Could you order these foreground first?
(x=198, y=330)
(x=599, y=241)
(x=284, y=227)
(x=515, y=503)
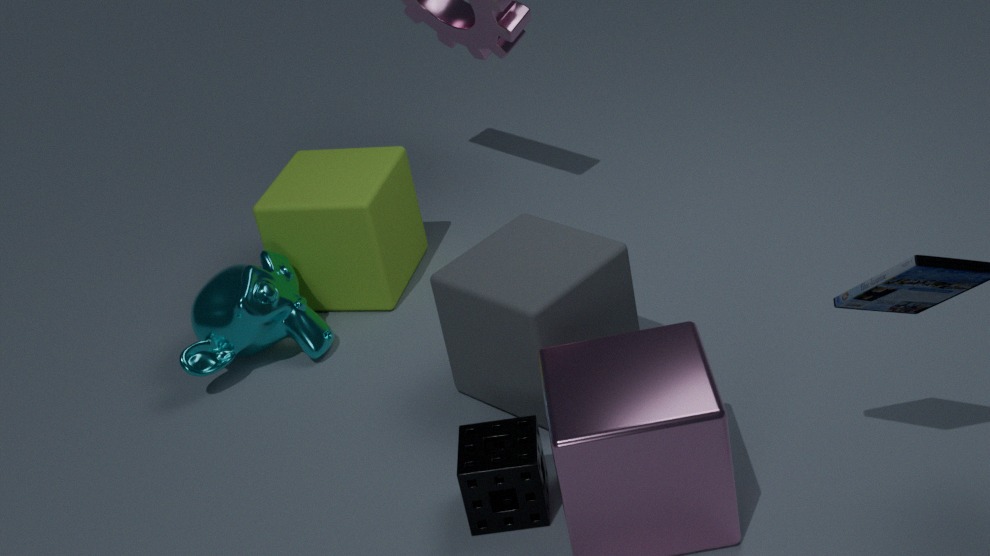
1. (x=515, y=503)
2. (x=599, y=241)
3. (x=198, y=330)
4. (x=284, y=227)
